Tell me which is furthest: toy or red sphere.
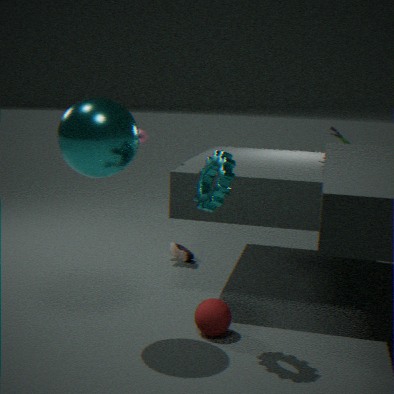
toy
